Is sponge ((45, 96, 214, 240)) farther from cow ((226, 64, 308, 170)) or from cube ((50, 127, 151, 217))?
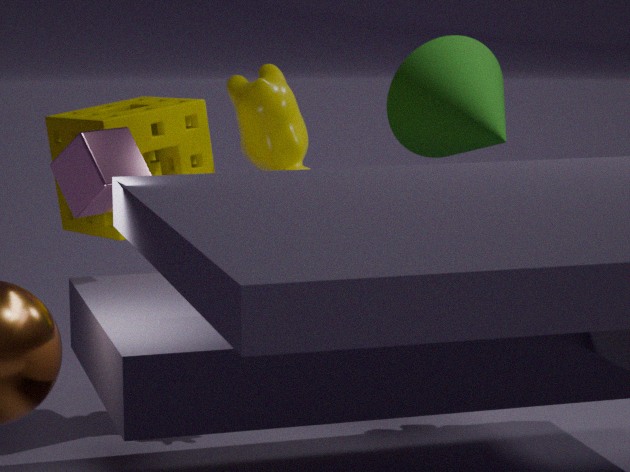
cow ((226, 64, 308, 170))
